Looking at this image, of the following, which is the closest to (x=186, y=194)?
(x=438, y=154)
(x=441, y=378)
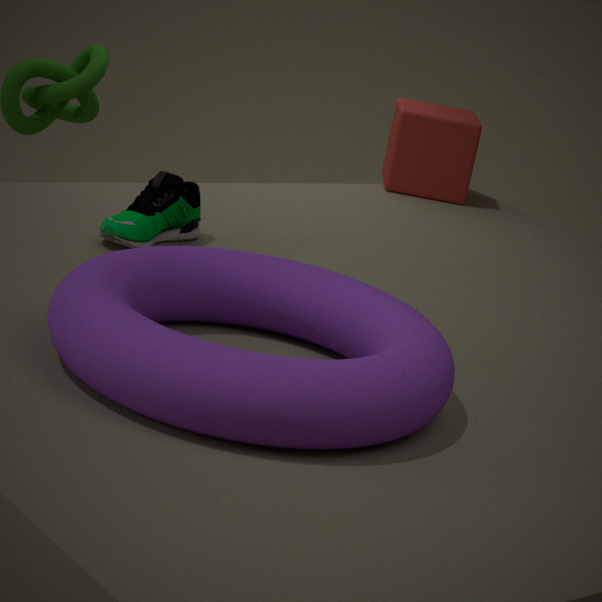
(x=441, y=378)
